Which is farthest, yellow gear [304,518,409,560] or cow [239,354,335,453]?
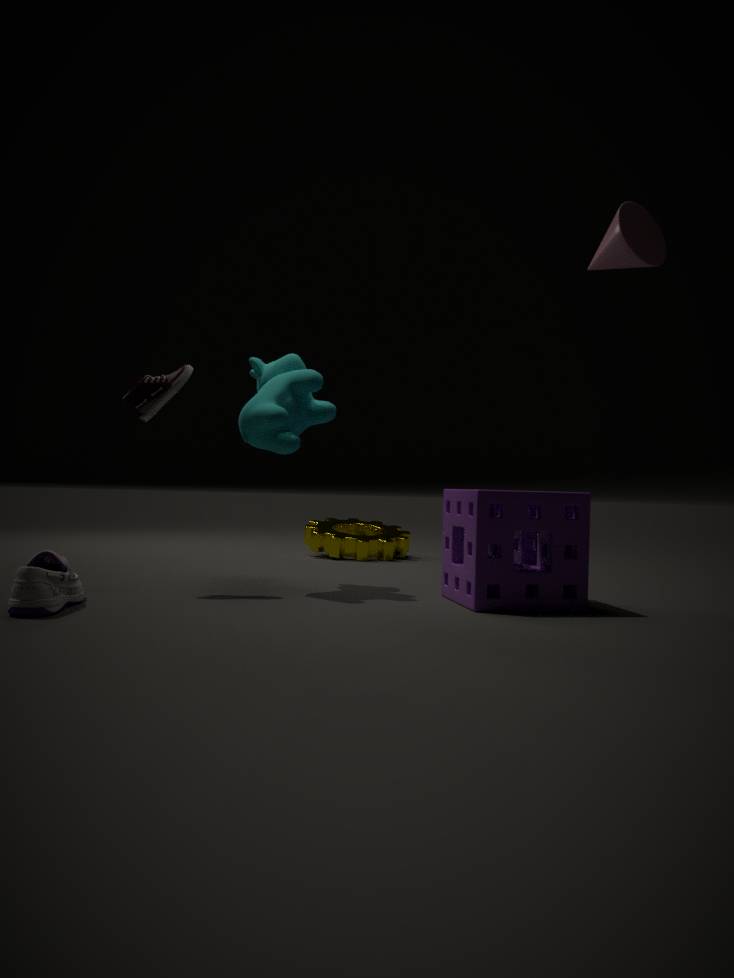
yellow gear [304,518,409,560]
